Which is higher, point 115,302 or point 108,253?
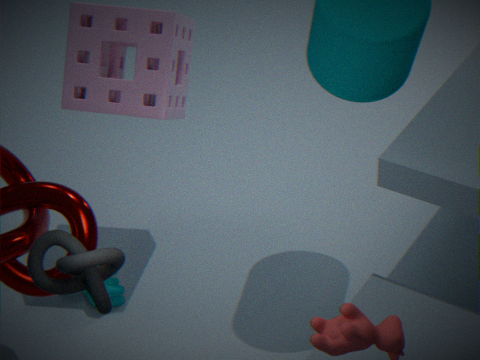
point 108,253
